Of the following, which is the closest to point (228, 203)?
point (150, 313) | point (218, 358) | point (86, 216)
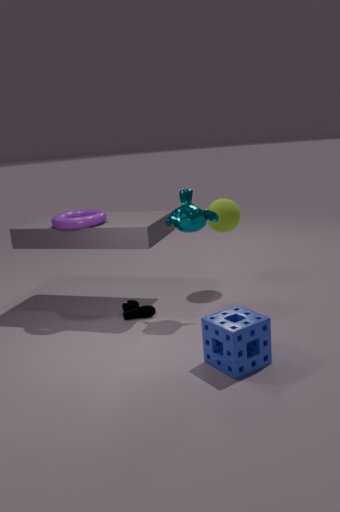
point (150, 313)
